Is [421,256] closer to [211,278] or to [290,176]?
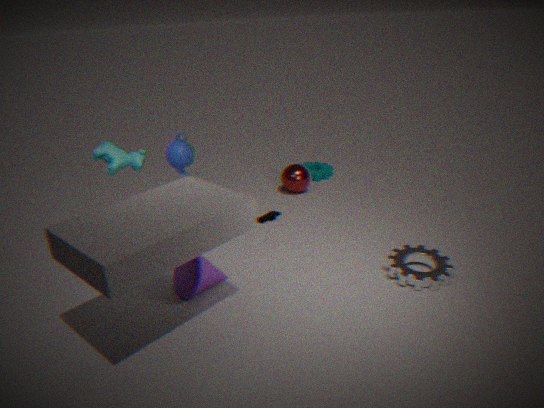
[211,278]
